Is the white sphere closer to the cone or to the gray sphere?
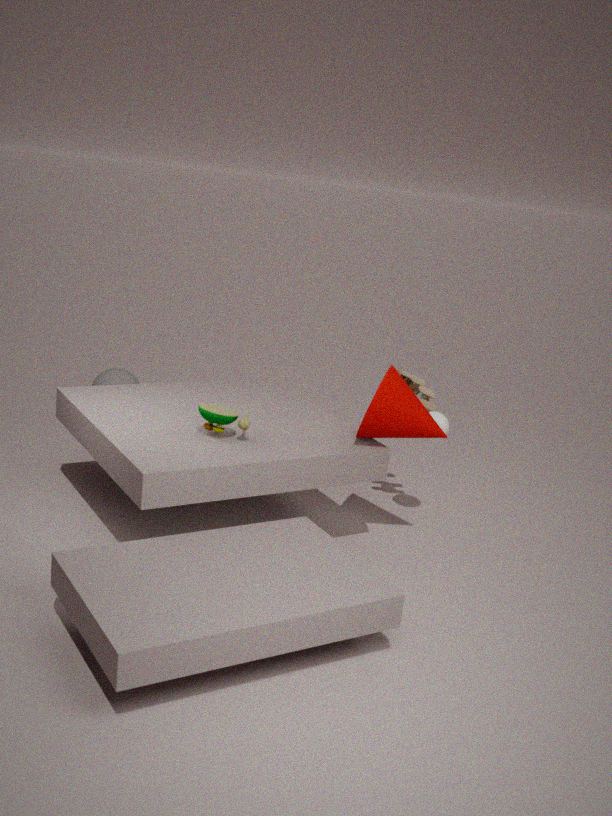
the cone
